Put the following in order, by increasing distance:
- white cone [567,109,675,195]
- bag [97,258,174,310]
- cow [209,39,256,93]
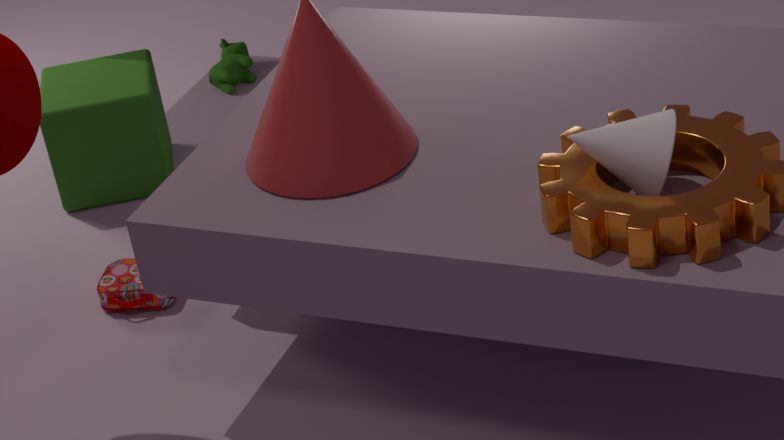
white cone [567,109,675,195], bag [97,258,174,310], cow [209,39,256,93]
